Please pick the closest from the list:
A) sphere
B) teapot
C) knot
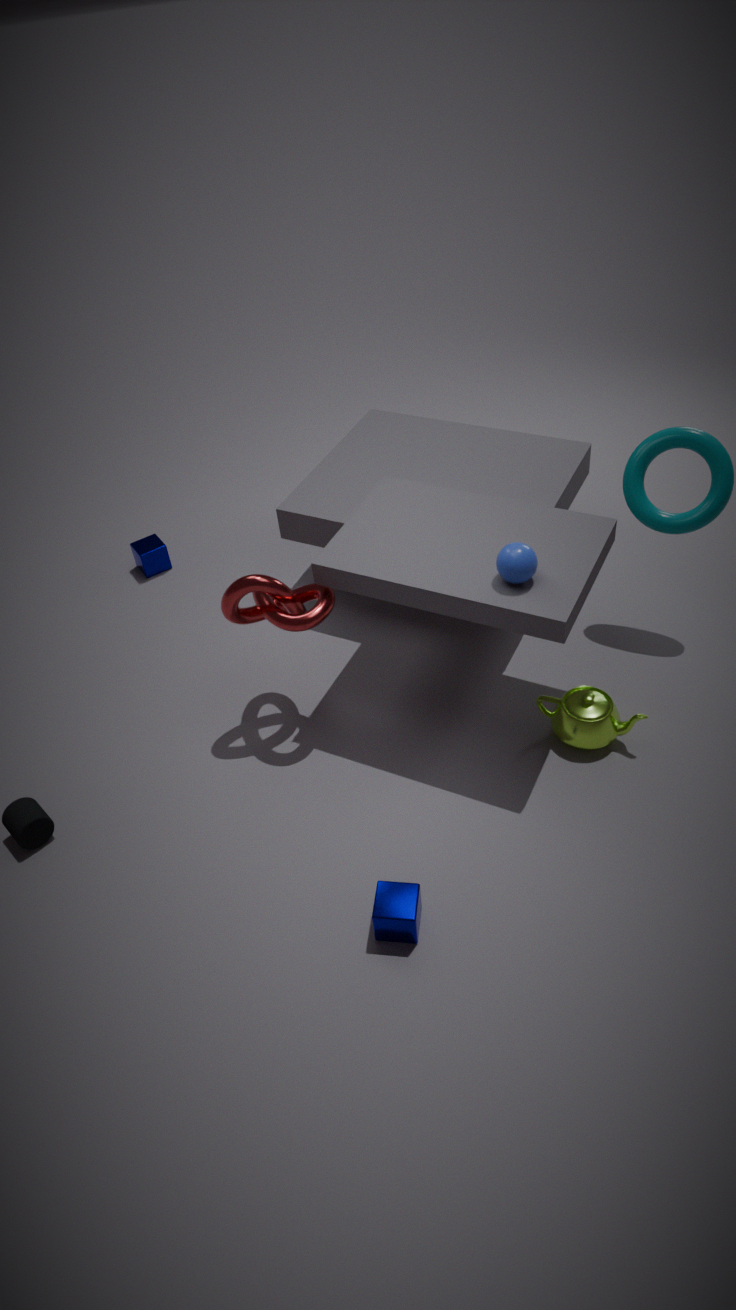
sphere
